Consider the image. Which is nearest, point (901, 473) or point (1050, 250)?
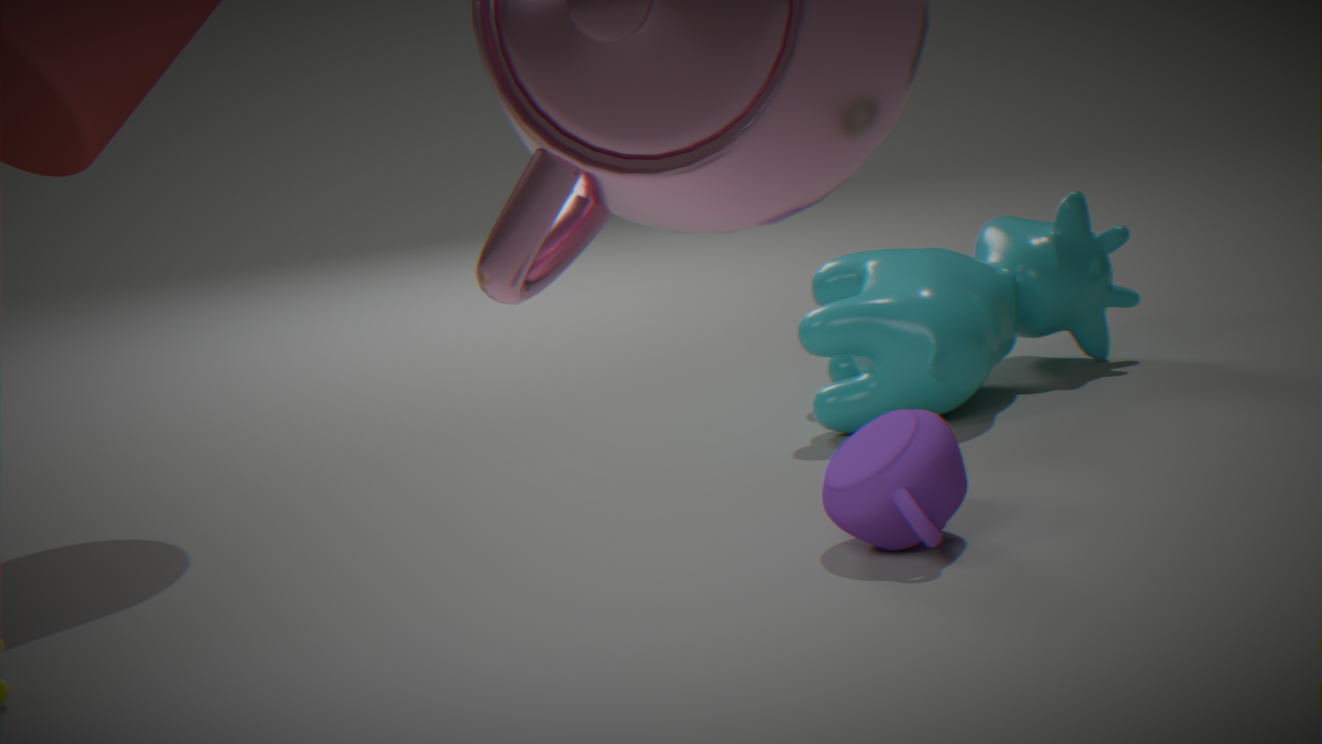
point (901, 473)
